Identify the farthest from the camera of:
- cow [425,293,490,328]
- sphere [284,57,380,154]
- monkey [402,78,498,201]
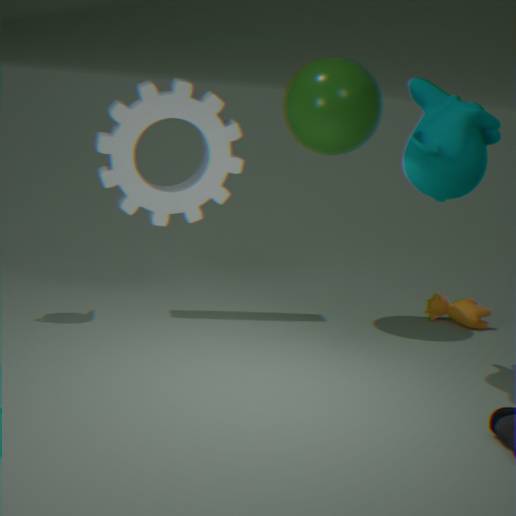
cow [425,293,490,328]
